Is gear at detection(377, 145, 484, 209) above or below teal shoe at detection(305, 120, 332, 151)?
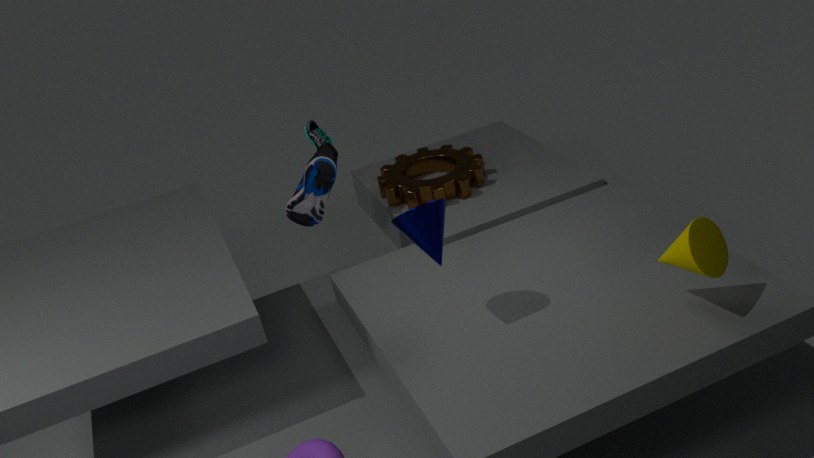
below
